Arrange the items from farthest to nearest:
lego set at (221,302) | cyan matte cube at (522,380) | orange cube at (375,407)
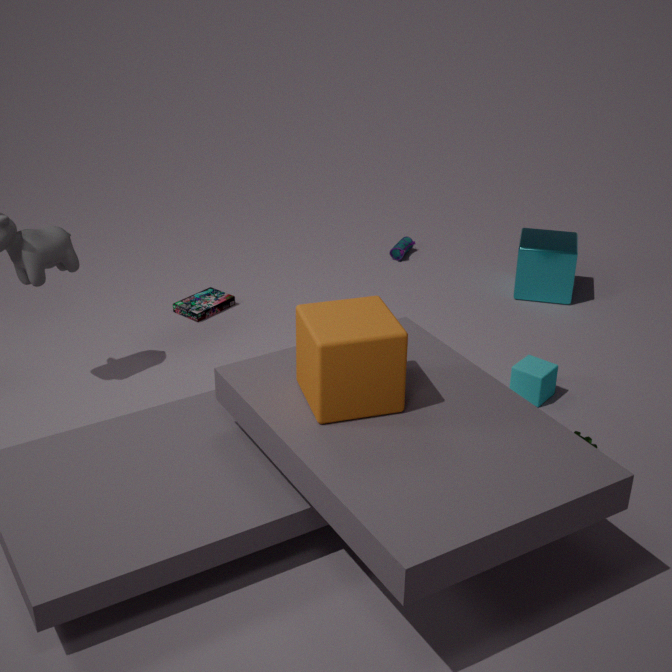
lego set at (221,302) < cyan matte cube at (522,380) < orange cube at (375,407)
